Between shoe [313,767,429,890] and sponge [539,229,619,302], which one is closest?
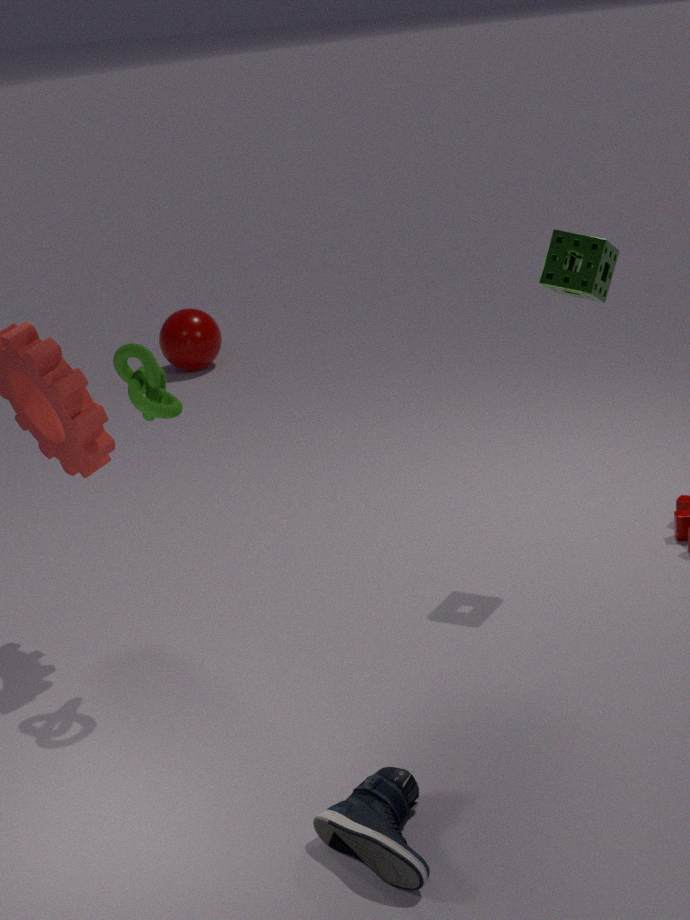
shoe [313,767,429,890]
